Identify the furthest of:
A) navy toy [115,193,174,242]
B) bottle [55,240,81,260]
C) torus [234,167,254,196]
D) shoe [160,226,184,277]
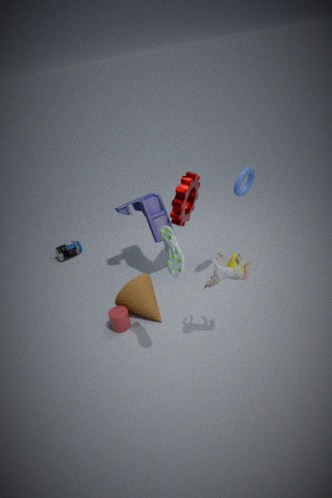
bottle [55,240,81,260]
